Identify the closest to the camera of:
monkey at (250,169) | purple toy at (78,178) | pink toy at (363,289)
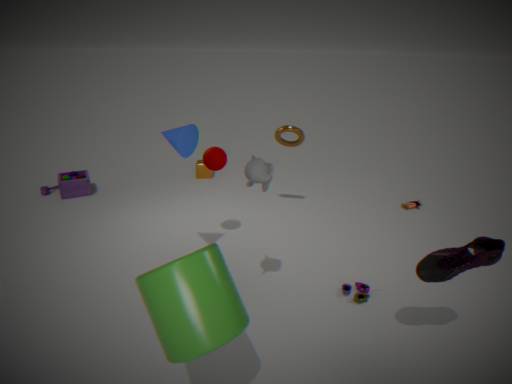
monkey at (250,169)
